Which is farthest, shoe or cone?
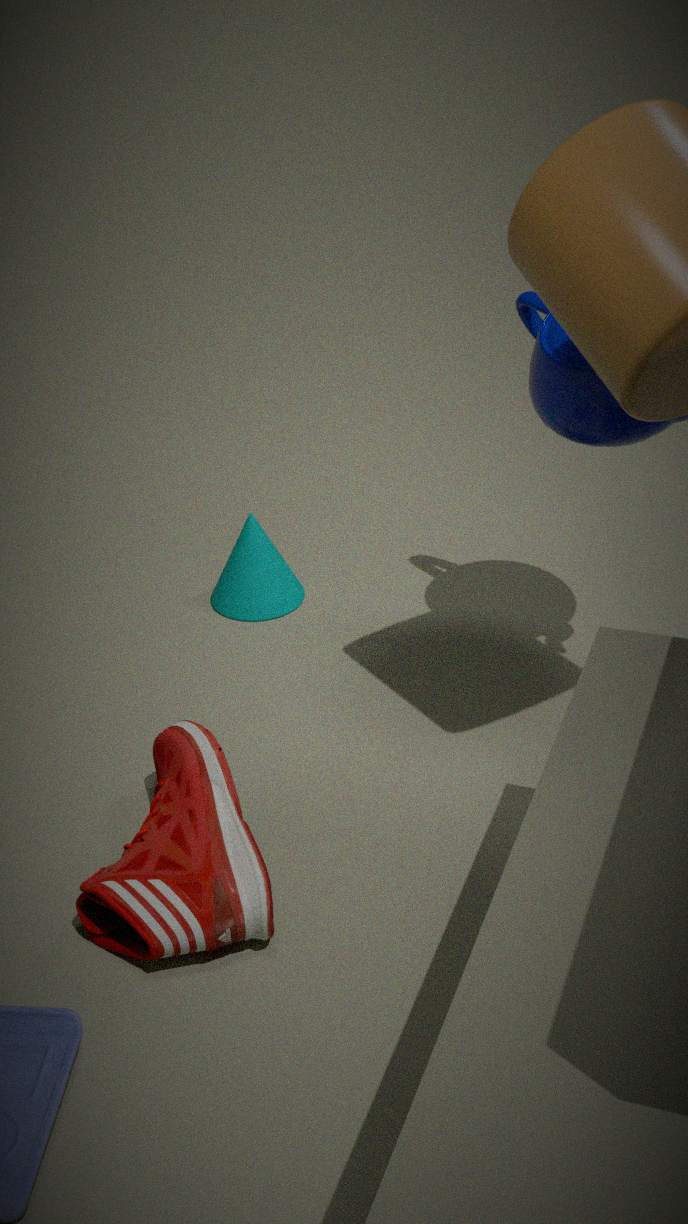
cone
